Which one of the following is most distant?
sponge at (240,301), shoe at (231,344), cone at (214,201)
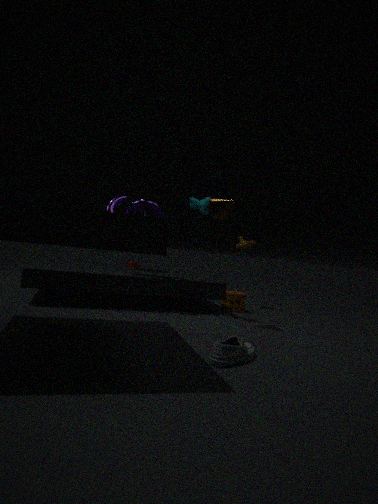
sponge at (240,301)
